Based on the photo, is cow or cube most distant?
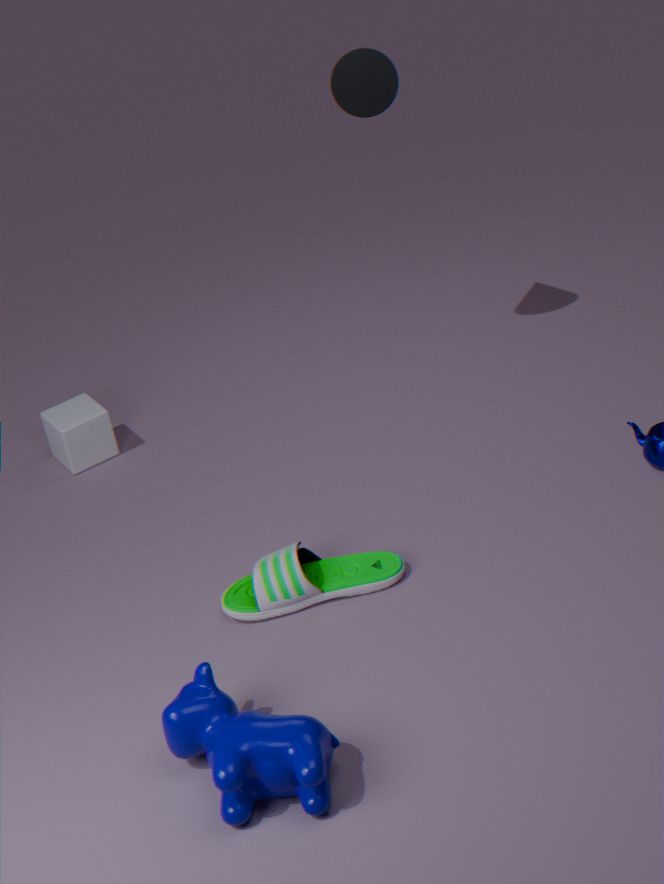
cube
